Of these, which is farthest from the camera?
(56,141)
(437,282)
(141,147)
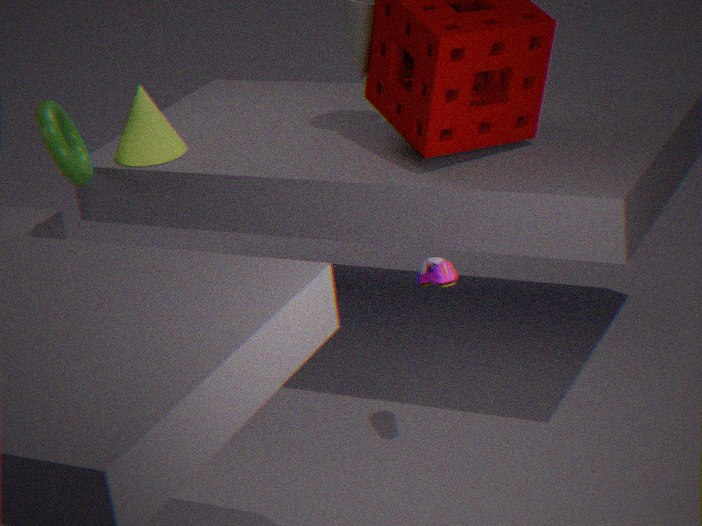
(141,147)
